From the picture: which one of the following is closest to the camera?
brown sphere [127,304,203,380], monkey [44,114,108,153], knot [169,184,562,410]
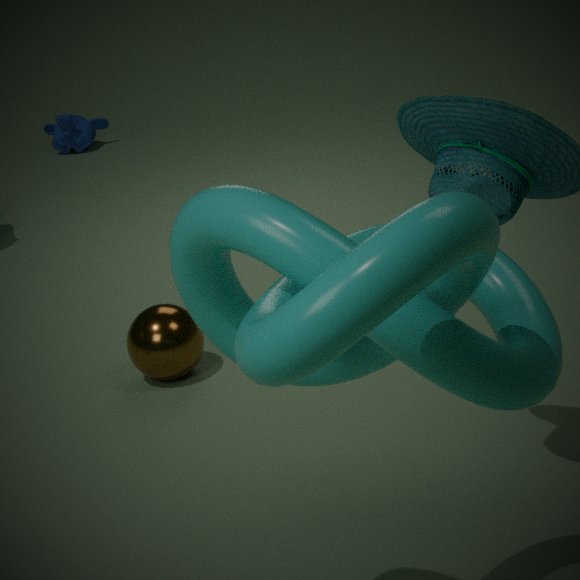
knot [169,184,562,410]
